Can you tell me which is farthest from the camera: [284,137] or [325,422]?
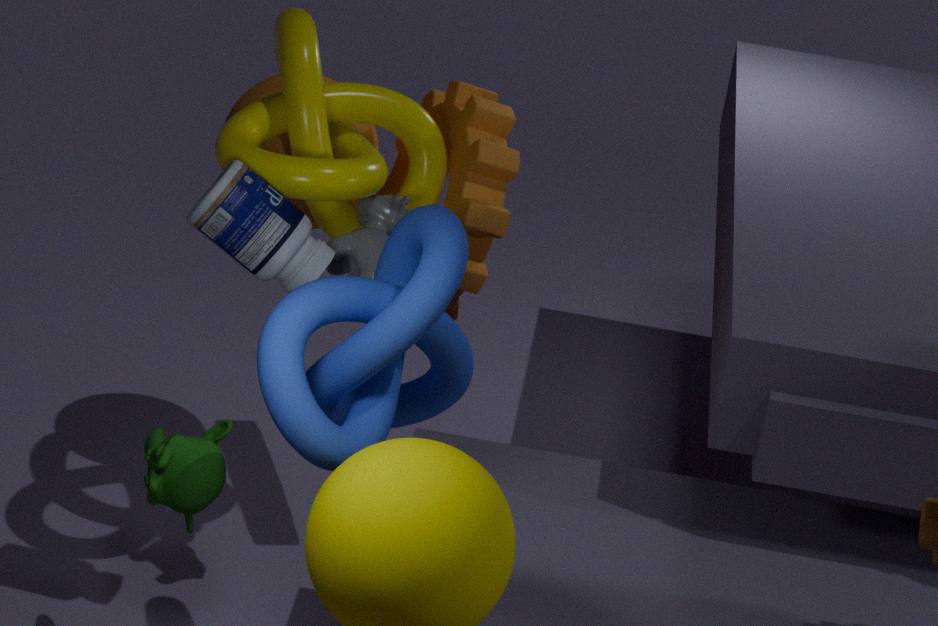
[284,137]
